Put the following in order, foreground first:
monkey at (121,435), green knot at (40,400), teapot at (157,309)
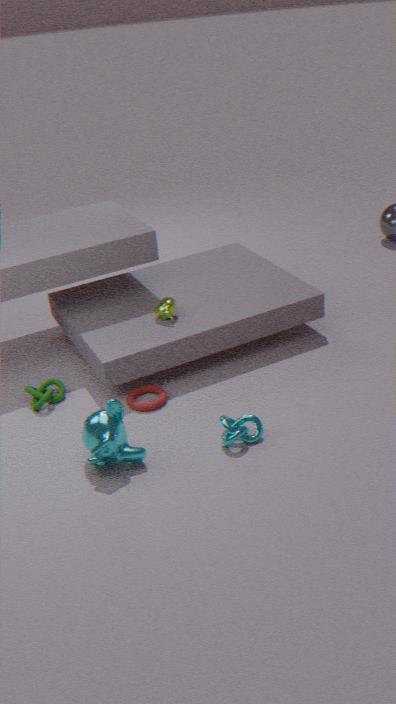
monkey at (121,435)
green knot at (40,400)
teapot at (157,309)
